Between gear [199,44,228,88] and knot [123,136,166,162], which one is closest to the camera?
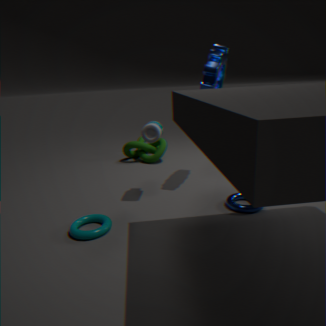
gear [199,44,228,88]
